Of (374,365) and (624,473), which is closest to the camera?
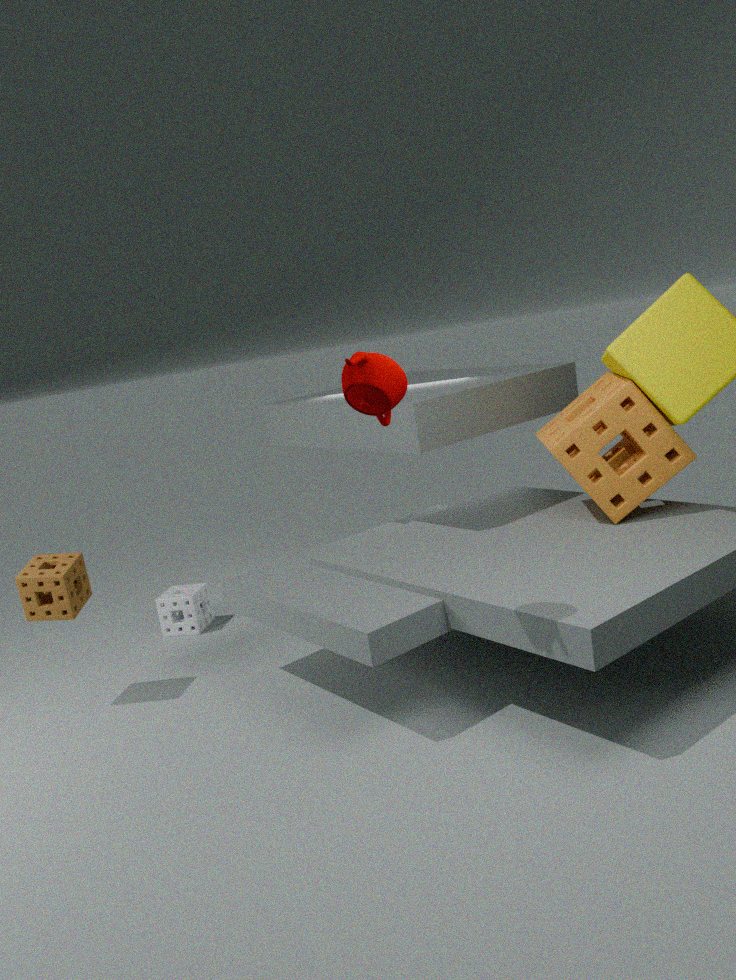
(374,365)
